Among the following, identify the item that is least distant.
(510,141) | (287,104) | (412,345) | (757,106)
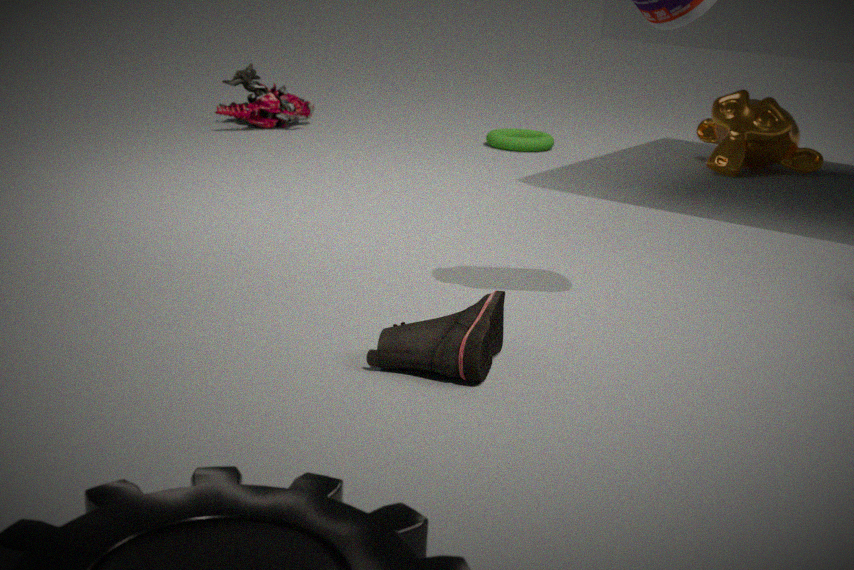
(412,345)
